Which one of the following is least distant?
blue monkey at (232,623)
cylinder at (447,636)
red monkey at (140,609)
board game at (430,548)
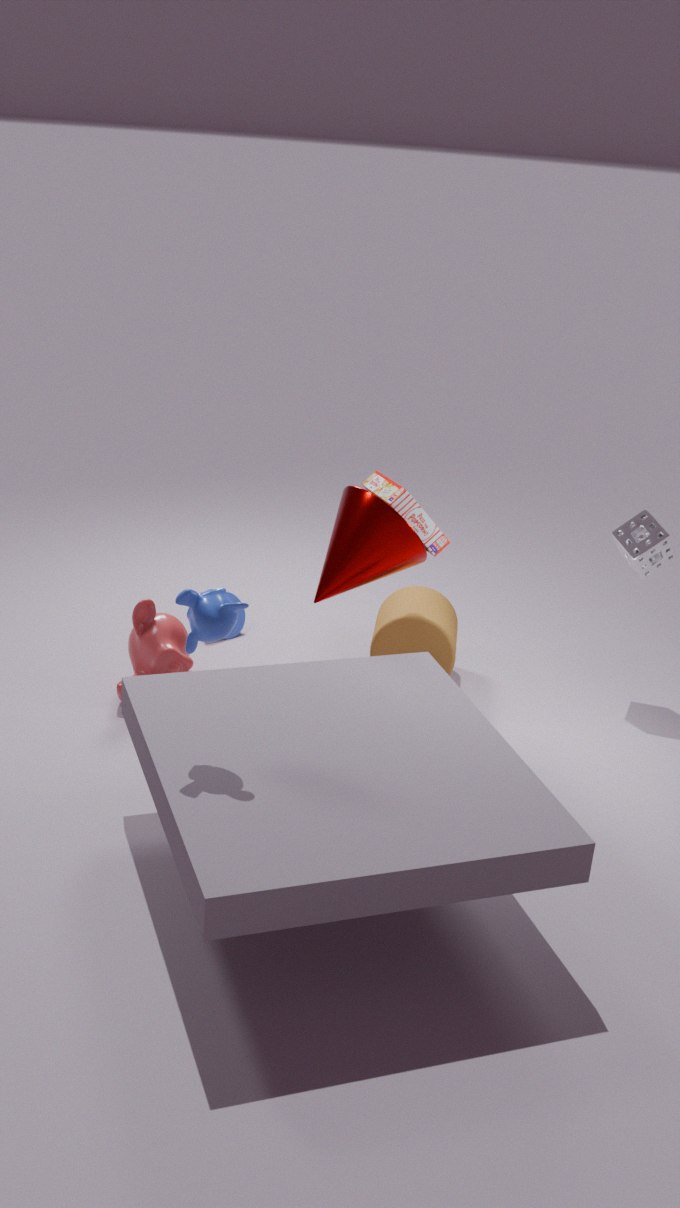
blue monkey at (232,623)
